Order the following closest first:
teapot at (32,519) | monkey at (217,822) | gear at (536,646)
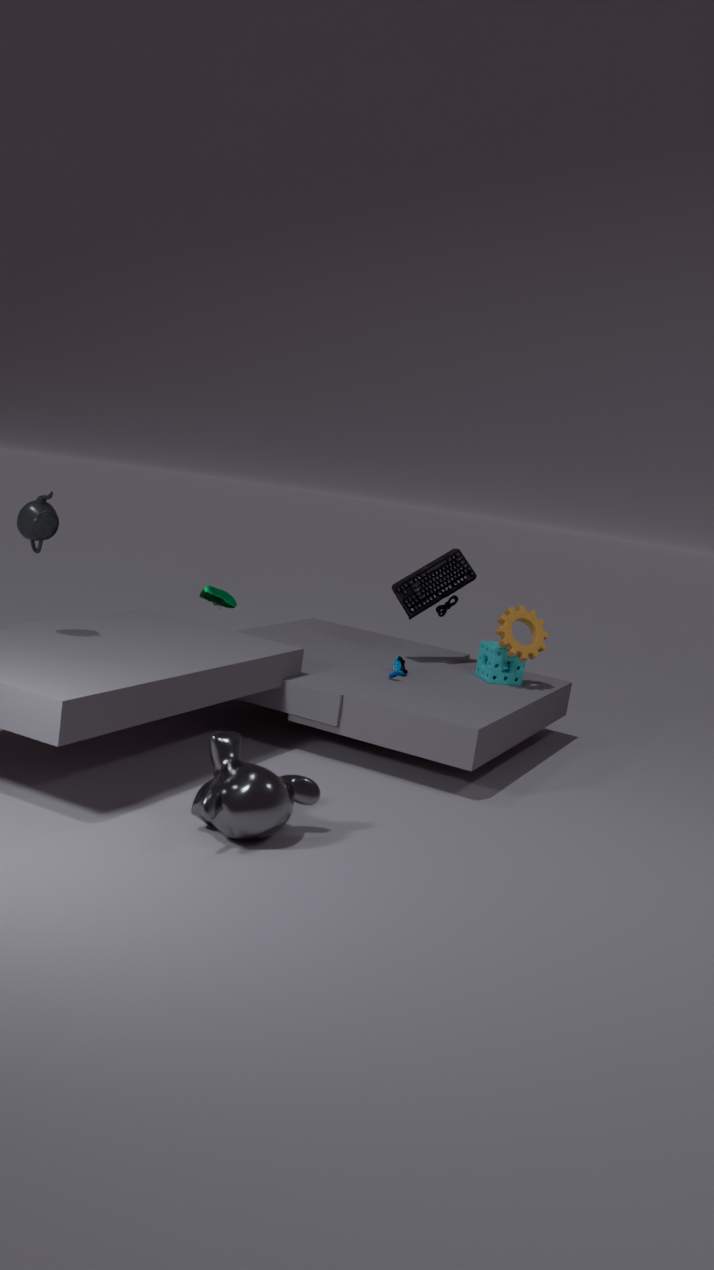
monkey at (217,822)
teapot at (32,519)
gear at (536,646)
